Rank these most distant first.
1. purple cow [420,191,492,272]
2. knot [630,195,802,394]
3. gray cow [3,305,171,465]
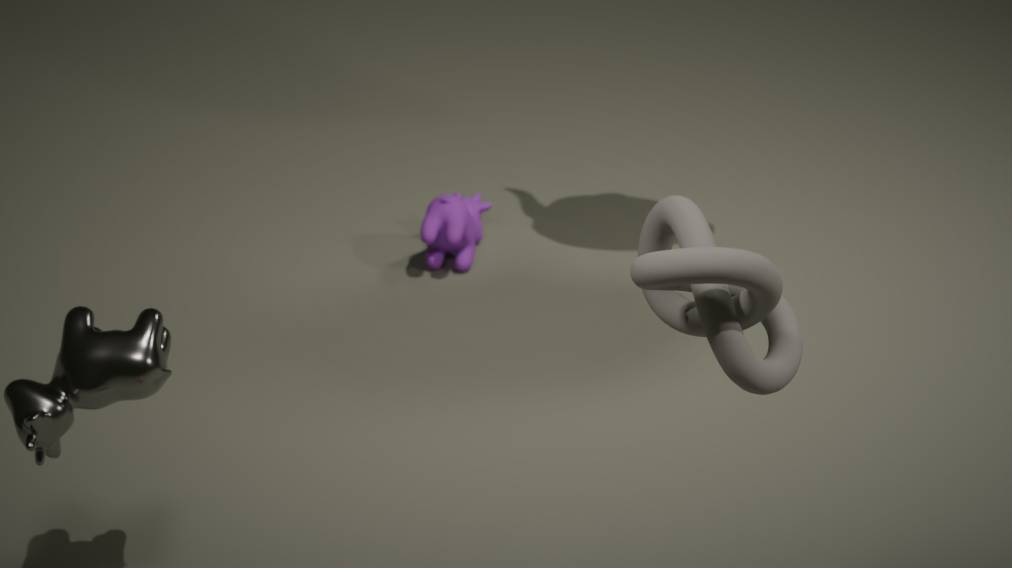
purple cow [420,191,492,272], gray cow [3,305,171,465], knot [630,195,802,394]
